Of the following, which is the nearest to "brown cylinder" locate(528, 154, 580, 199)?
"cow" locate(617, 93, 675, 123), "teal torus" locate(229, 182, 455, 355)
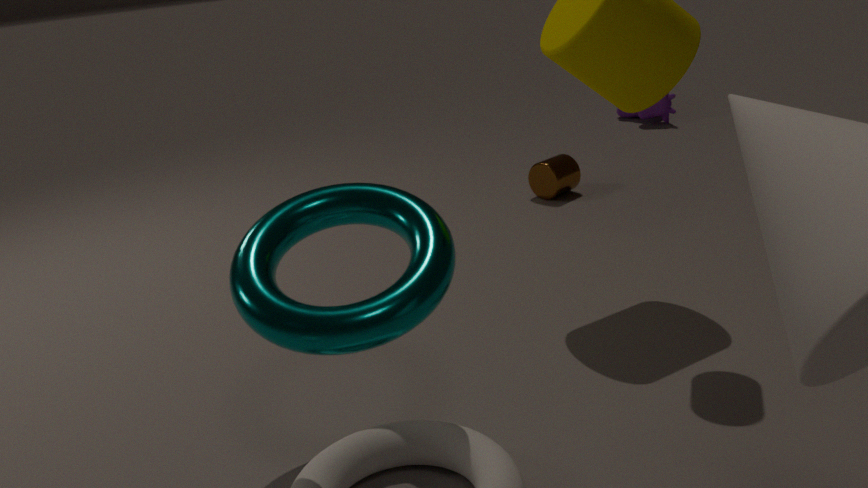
"cow" locate(617, 93, 675, 123)
